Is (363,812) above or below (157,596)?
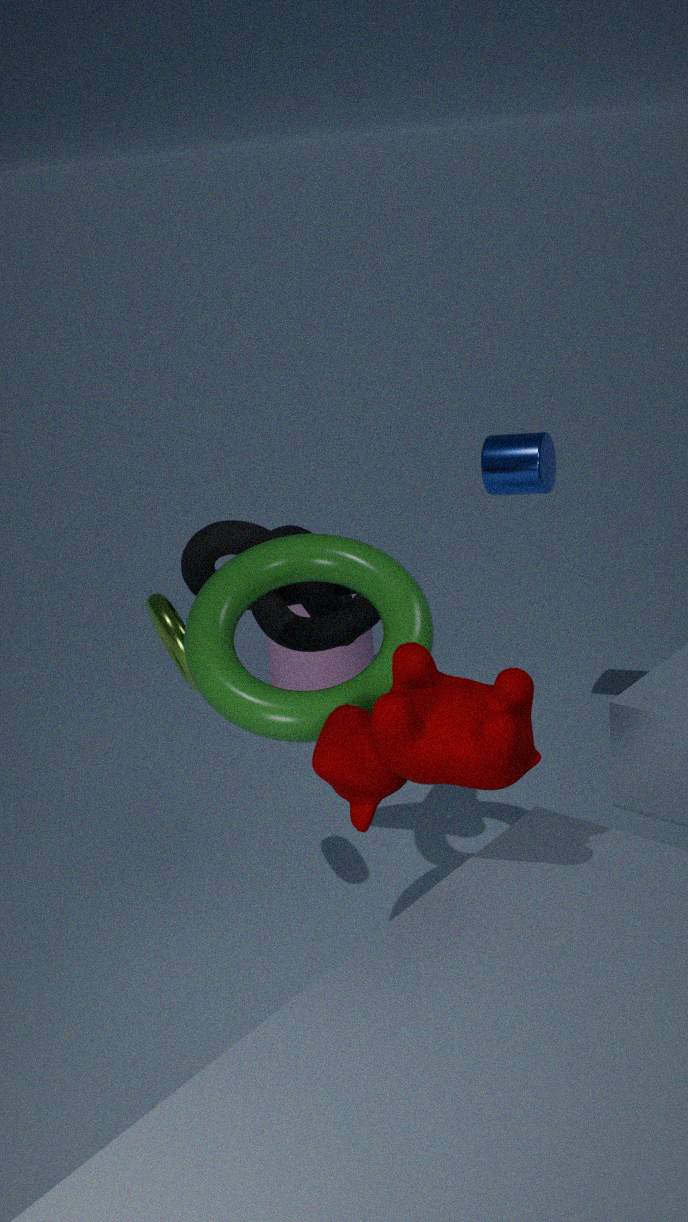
above
